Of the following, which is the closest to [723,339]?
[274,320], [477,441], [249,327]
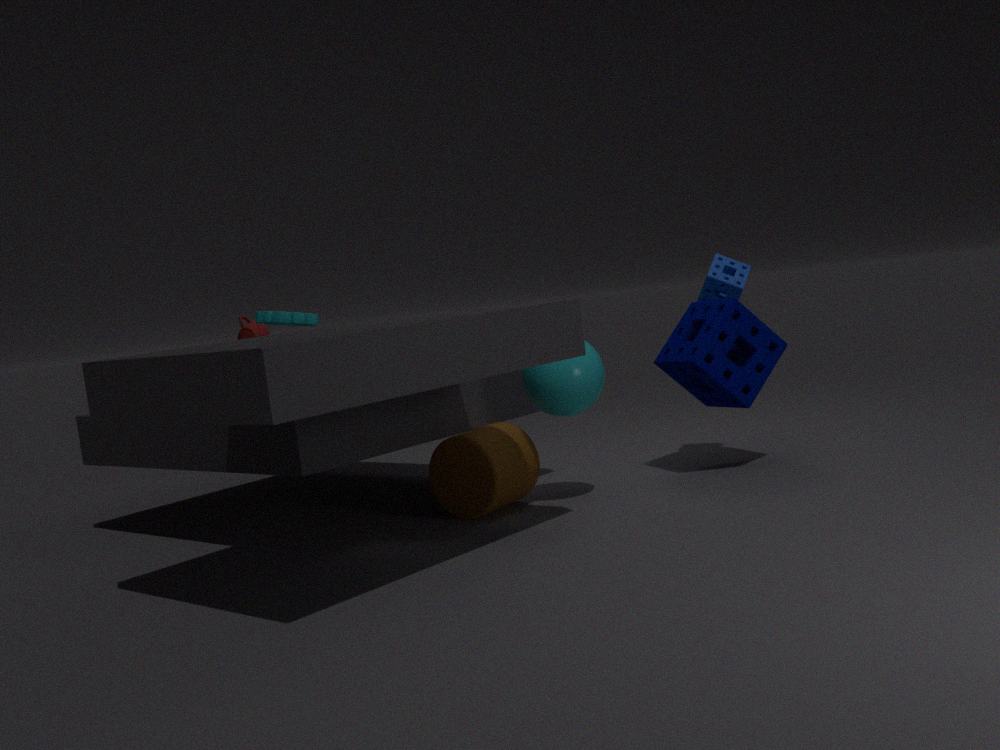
[477,441]
